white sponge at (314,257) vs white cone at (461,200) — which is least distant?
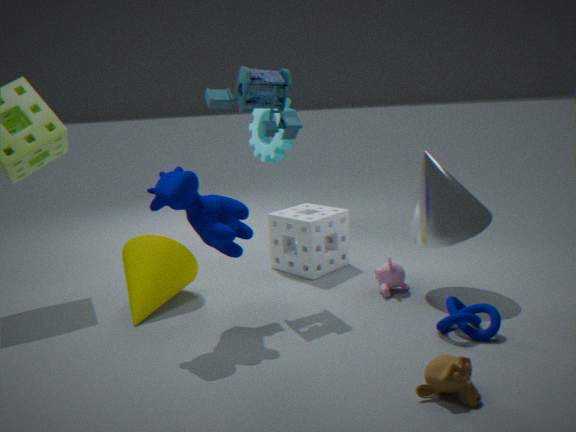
white cone at (461,200)
